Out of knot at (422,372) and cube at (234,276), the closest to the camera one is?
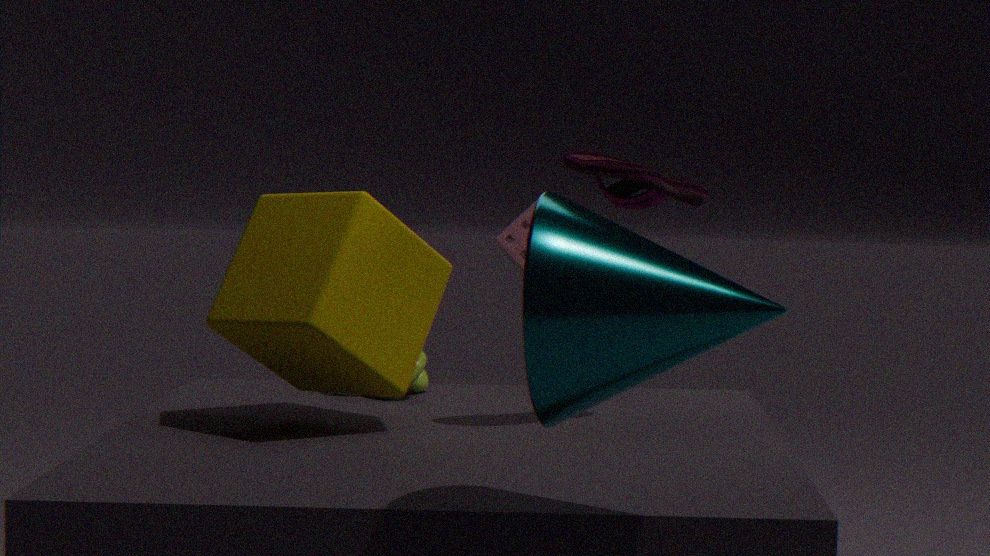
cube at (234,276)
